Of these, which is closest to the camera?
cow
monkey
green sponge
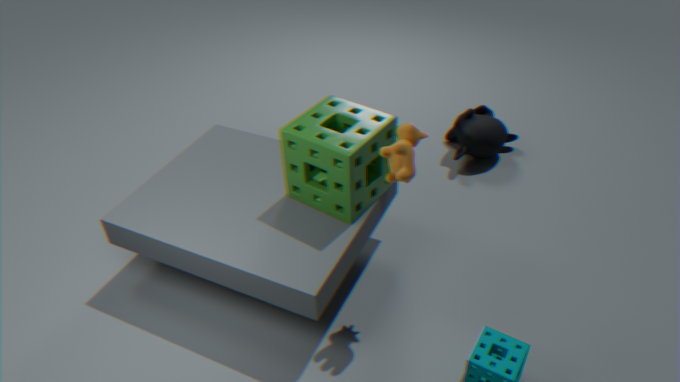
cow
